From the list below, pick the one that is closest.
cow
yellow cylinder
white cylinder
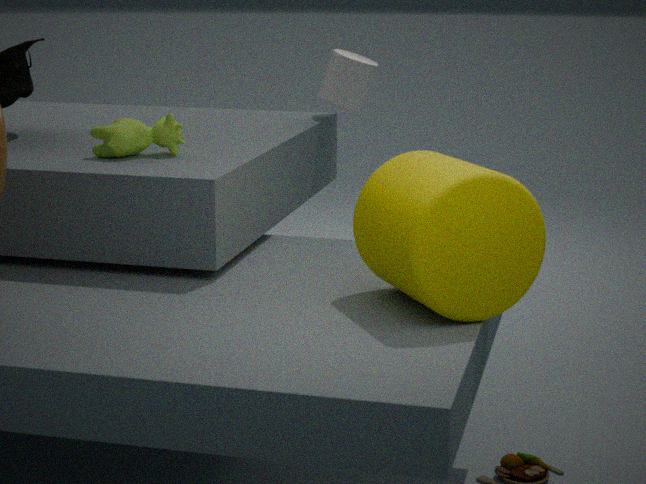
yellow cylinder
